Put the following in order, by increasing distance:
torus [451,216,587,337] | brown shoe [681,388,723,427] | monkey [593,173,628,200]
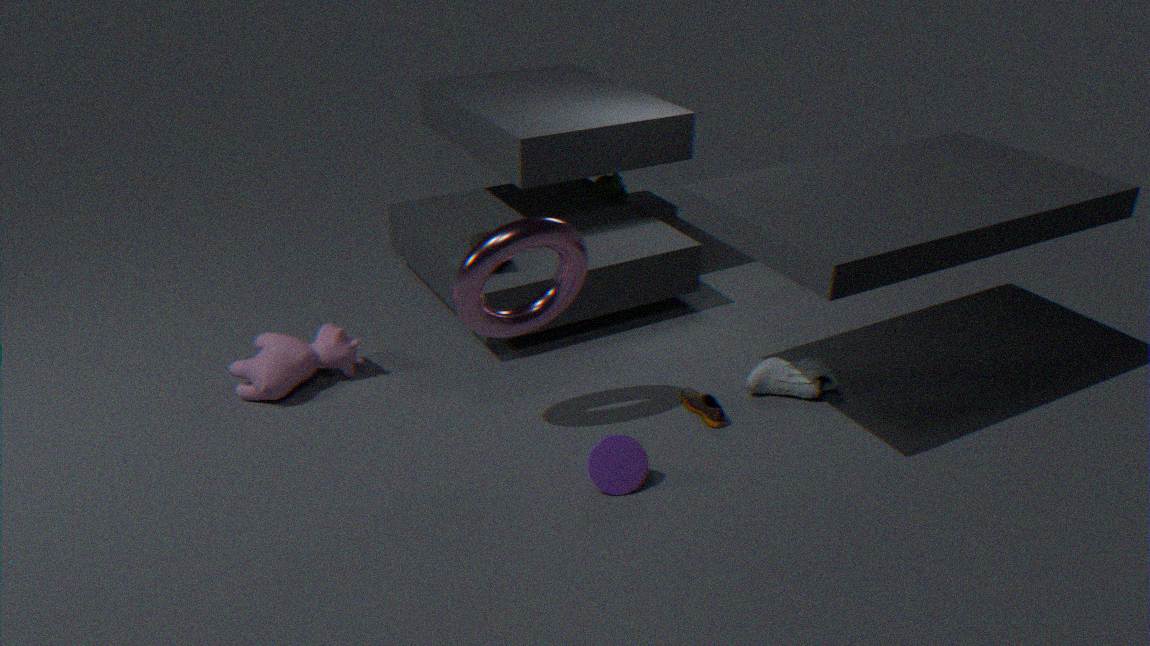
torus [451,216,587,337], brown shoe [681,388,723,427], monkey [593,173,628,200]
